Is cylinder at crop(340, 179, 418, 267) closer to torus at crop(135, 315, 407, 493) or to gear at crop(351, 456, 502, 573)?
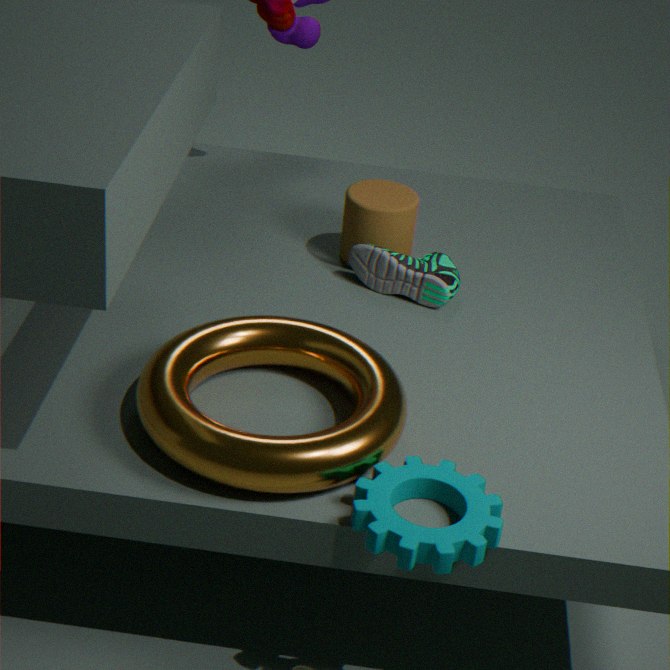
torus at crop(135, 315, 407, 493)
